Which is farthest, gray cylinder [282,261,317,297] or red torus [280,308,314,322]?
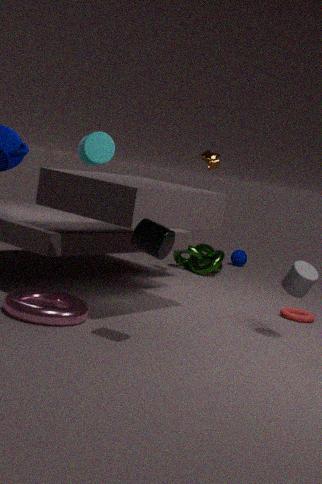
red torus [280,308,314,322]
